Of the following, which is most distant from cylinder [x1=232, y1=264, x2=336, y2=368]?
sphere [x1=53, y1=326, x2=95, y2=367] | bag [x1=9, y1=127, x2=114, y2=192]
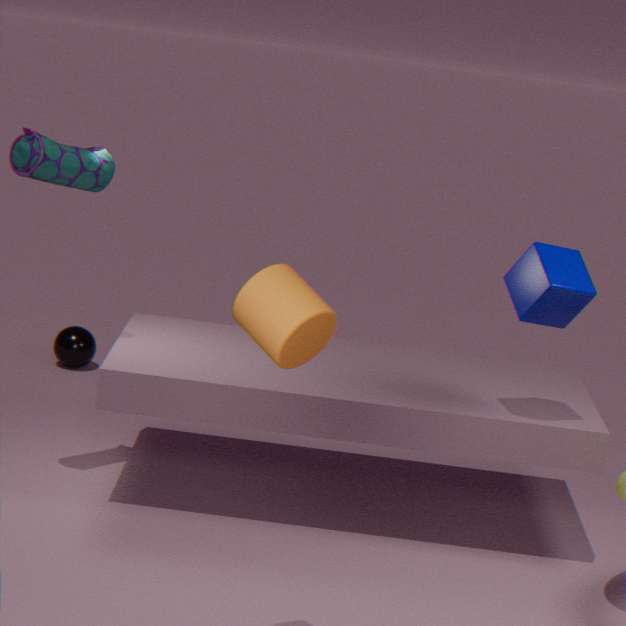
sphere [x1=53, y1=326, x2=95, y2=367]
